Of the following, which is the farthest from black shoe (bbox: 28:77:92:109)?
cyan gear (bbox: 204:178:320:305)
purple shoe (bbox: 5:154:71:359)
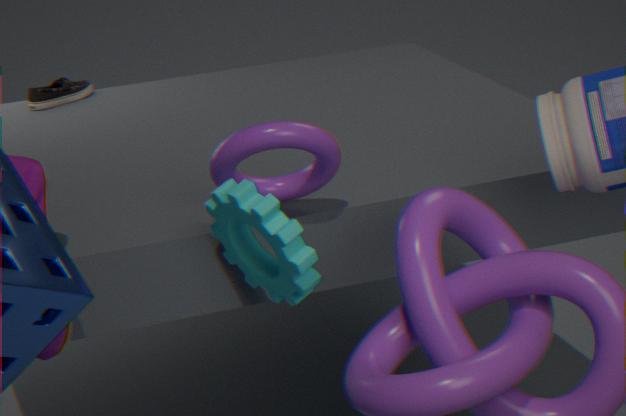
cyan gear (bbox: 204:178:320:305)
